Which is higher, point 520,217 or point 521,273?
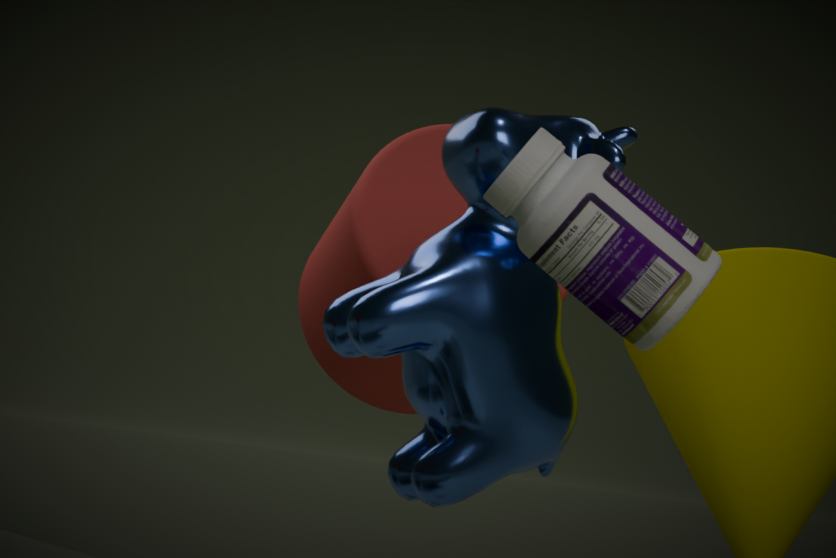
point 520,217
